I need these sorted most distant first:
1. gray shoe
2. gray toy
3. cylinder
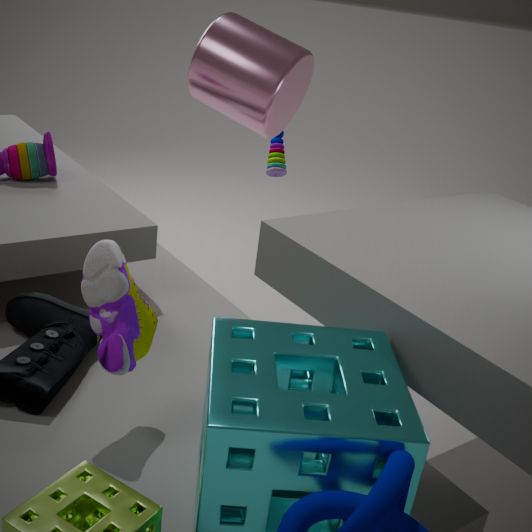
gray toy, cylinder, gray shoe
